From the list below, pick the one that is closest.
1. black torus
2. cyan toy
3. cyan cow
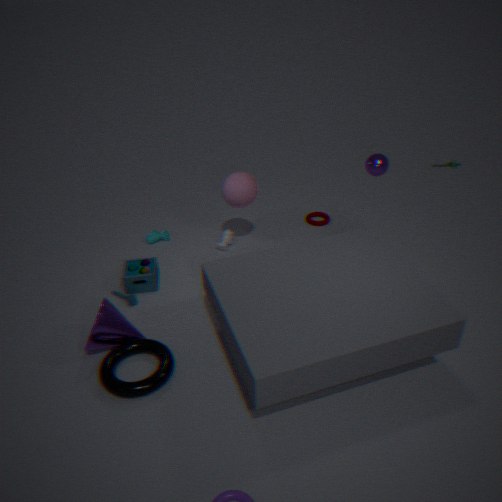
black torus
